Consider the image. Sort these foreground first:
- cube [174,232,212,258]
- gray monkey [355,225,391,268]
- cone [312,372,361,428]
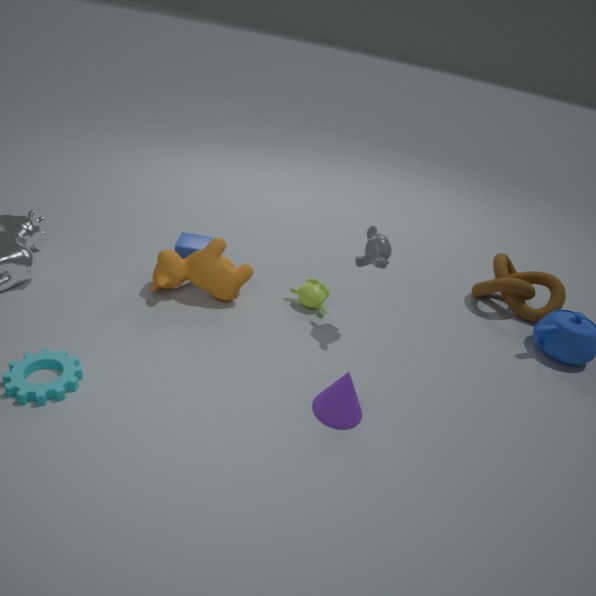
cone [312,372,361,428] < gray monkey [355,225,391,268] < cube [174,232,212,258]
